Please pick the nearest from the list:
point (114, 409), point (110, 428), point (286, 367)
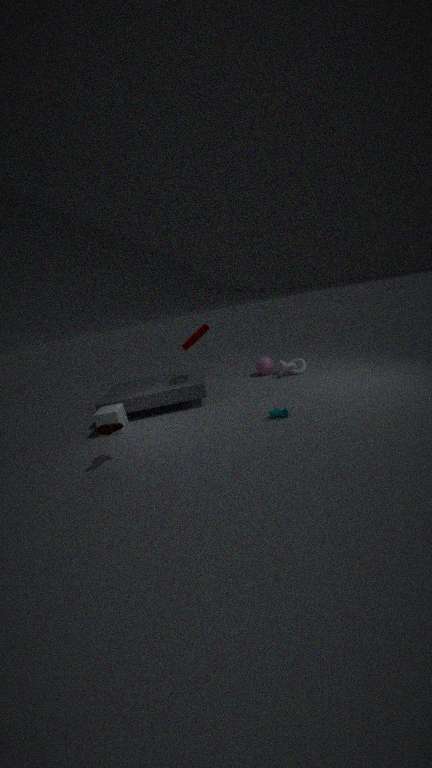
point (110, 428)
